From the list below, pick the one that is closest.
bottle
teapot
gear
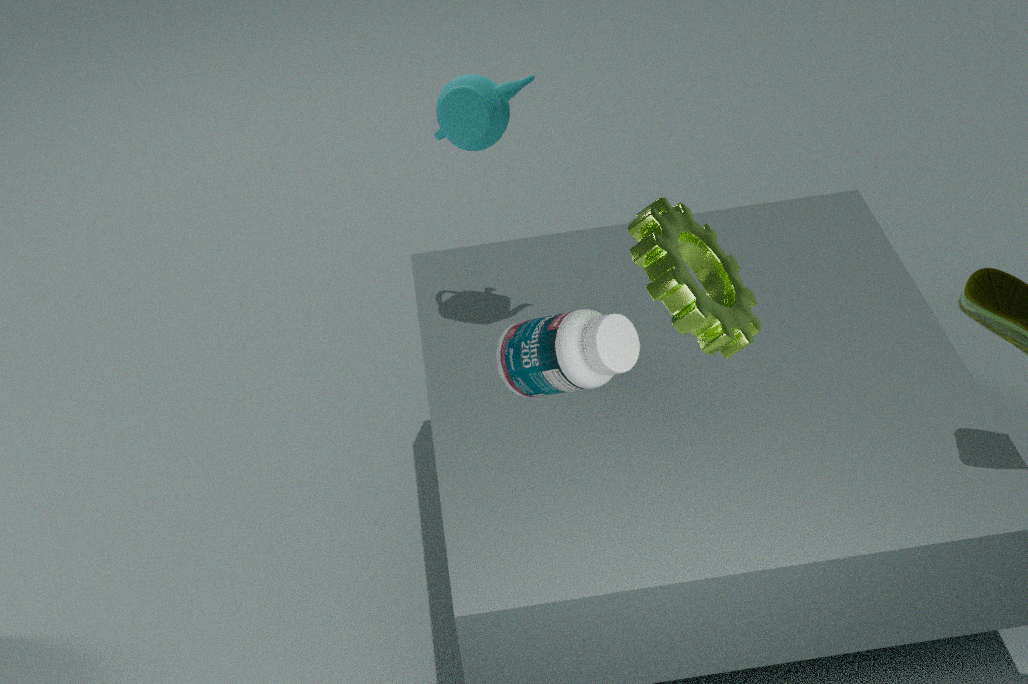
bottle
